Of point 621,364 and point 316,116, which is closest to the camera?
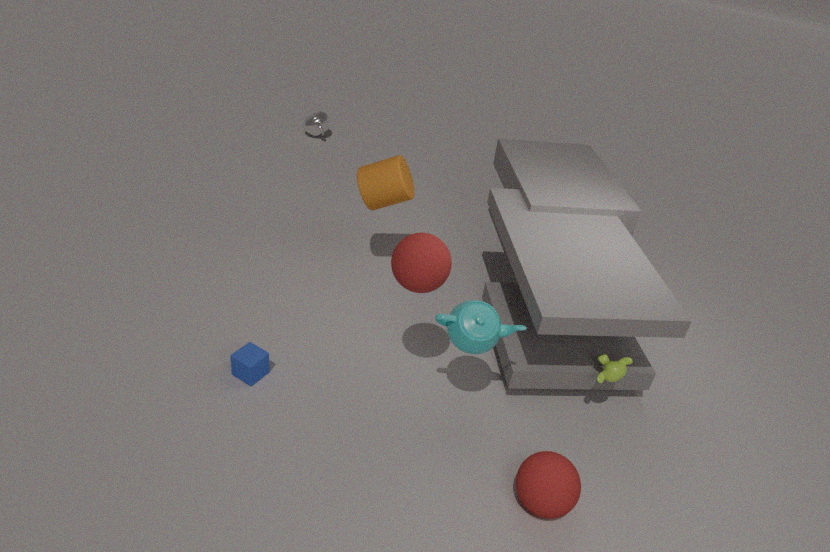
point 621,364
